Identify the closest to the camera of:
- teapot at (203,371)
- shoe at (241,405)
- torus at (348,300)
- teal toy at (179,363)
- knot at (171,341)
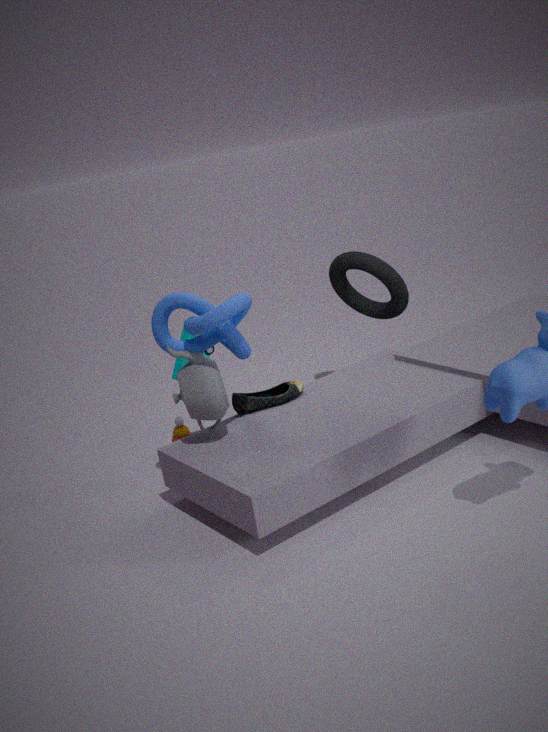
knot at (171,341)
